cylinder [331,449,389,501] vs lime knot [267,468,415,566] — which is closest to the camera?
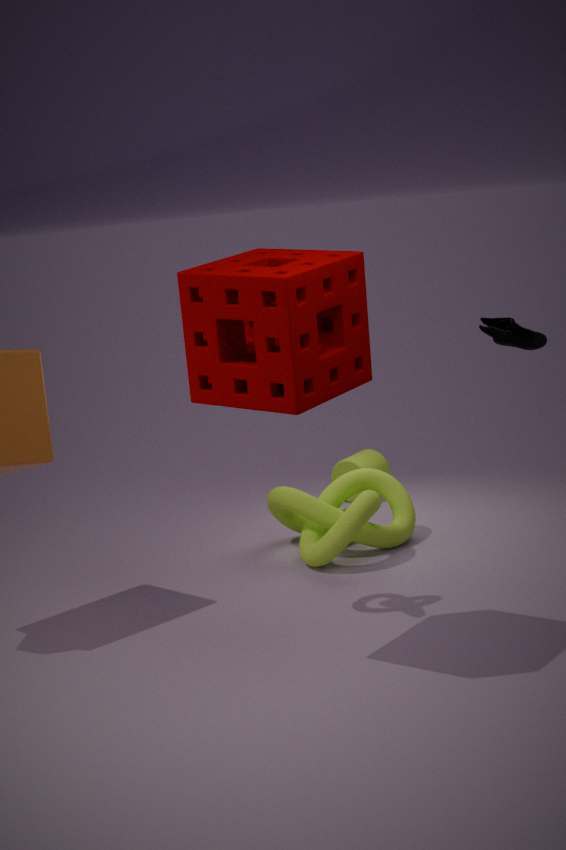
lime knot [267,468,415,566]
